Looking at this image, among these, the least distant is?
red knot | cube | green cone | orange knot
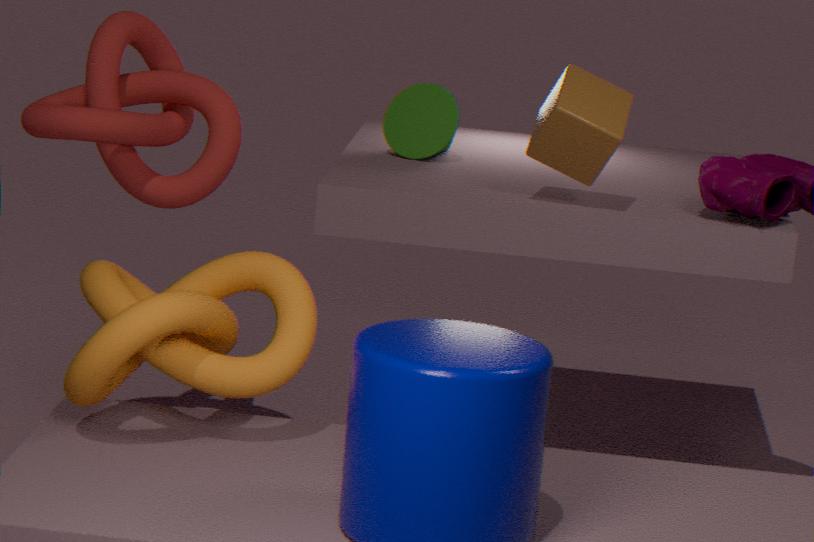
orange knot
